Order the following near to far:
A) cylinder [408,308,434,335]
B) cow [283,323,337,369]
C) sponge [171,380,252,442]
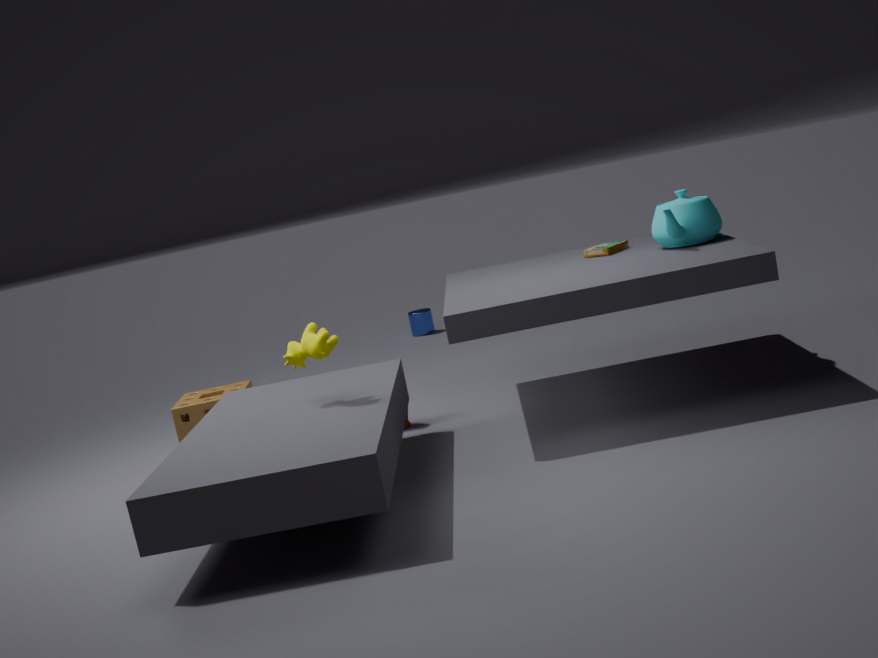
cow [283,323,337,369] < sponge [171,380,252,442] < cylinder [408,308,434,335]
